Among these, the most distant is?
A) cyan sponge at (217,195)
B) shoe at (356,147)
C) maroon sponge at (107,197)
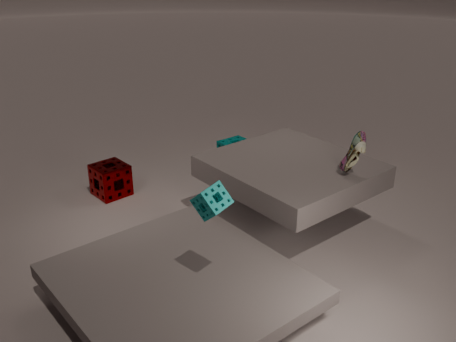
maroon sponge at (107,197)
